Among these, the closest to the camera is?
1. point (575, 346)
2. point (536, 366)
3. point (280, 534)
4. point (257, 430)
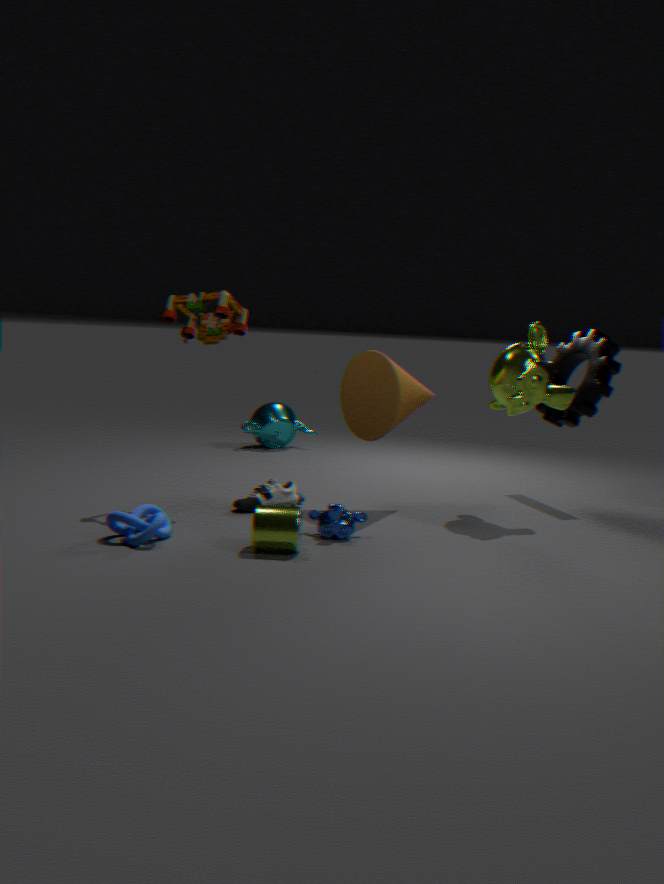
point (280, 534)
